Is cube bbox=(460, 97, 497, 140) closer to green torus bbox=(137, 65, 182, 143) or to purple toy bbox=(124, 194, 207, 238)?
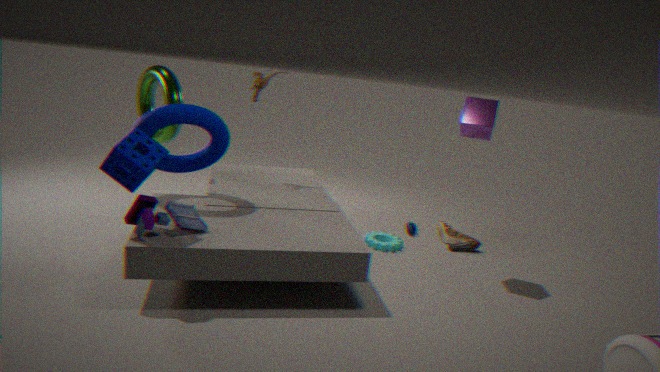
purple toy bbox=(124, 194, 207, 238)
